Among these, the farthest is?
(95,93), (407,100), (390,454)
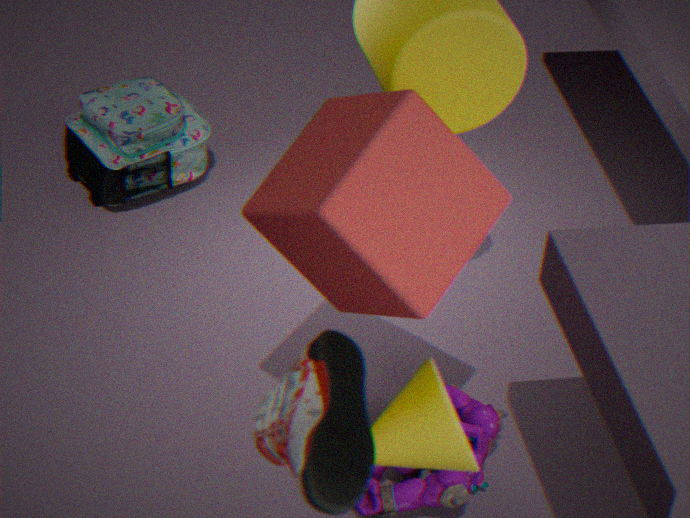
(95,93)
